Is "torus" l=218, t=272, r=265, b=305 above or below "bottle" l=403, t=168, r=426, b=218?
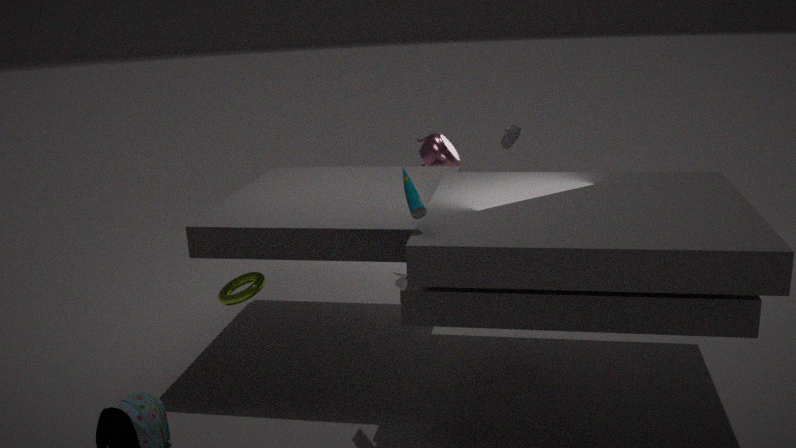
below
